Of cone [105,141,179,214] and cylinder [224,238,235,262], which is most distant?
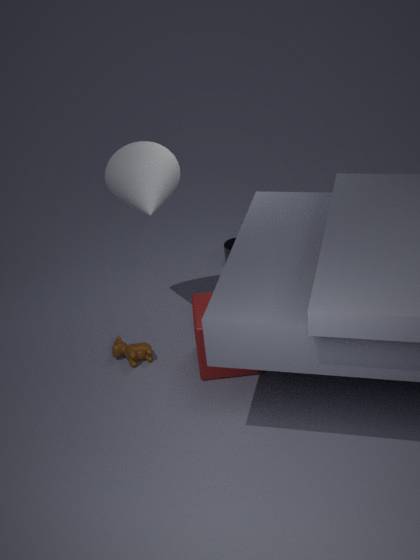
cylinder [224,238,235,262]
